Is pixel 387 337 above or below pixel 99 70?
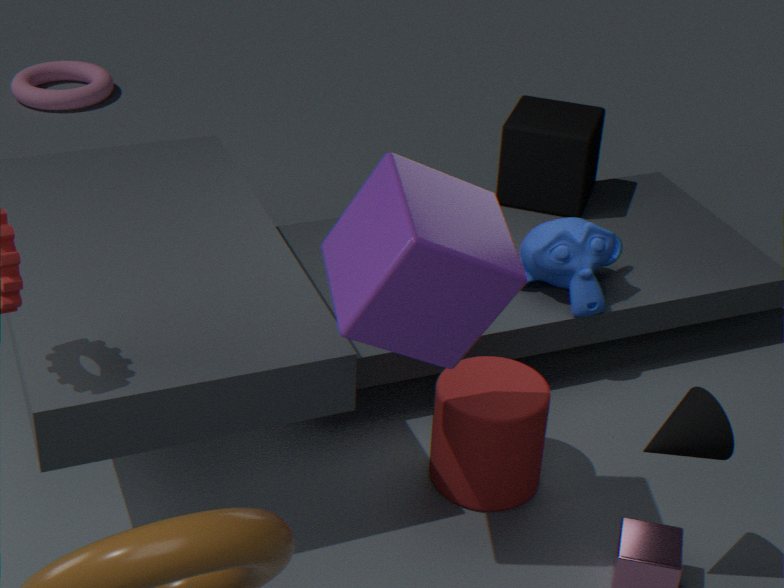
above
